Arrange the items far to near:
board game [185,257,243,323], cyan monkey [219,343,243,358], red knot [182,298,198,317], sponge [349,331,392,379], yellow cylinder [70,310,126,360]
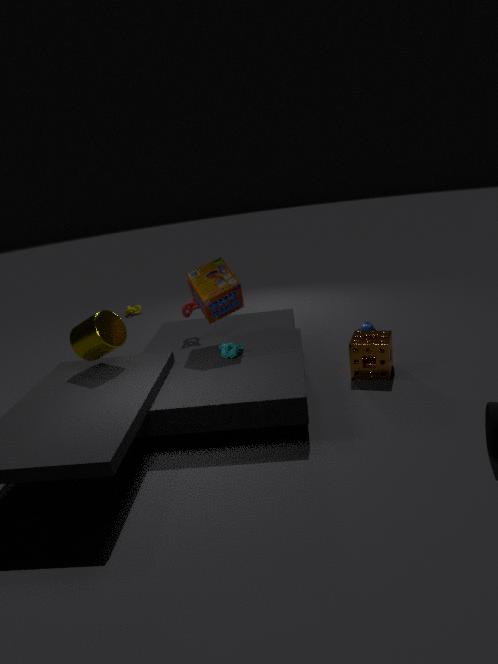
red knot [182,298,198,317] → board game [185,257,243,323] → sponge [349,331,392,379] → cyan monkey [219,343,243,358] → yellow cylinder [70,310,126,360]
